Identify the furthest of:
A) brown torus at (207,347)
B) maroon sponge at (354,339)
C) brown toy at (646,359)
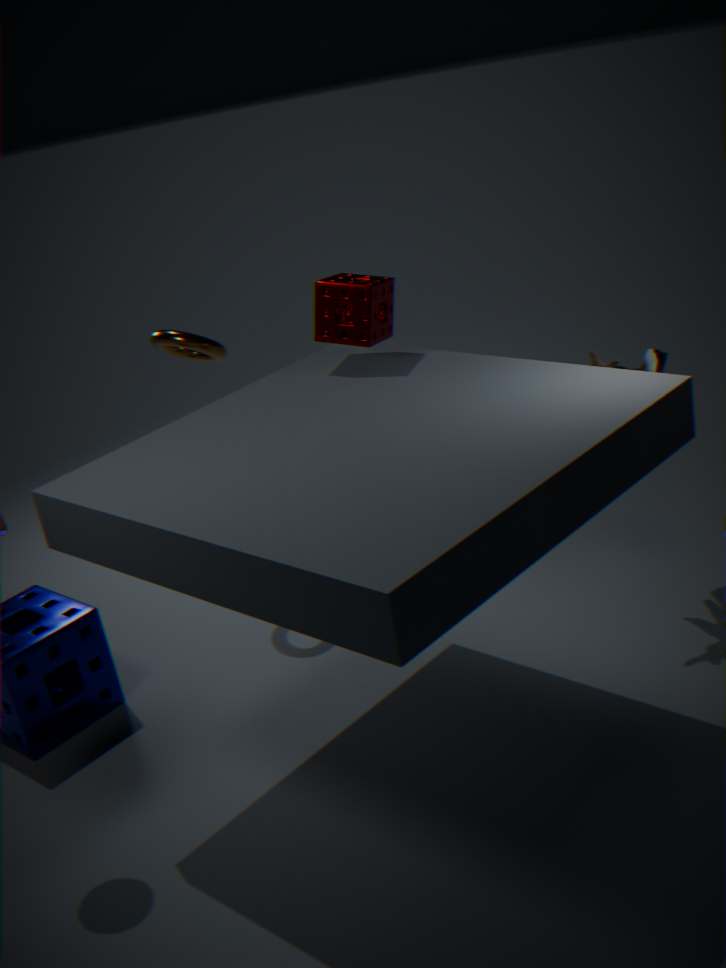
brown torus at (207,347)
